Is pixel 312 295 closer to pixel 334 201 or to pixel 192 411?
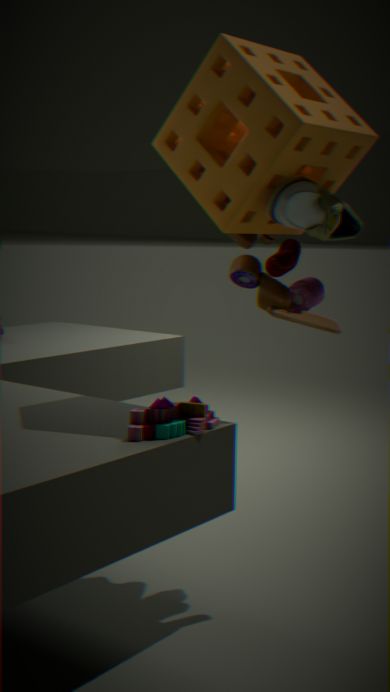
pixel 334 201
